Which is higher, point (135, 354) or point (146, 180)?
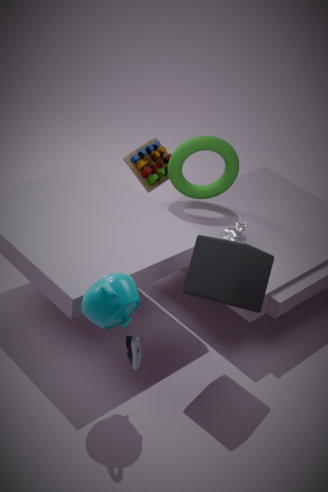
point (146, 180)
